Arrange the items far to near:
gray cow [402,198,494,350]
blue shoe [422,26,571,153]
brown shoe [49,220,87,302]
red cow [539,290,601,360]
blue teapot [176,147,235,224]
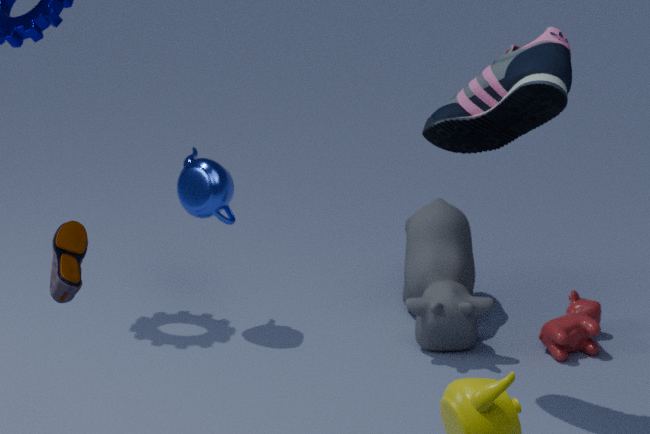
red cow [539,290,601,360] → blue teapot [176,147,235,224] → gray cow [402,198,494,350] → blue shoe [422,26,571,153] → brown shoe [49,220,87,302]
